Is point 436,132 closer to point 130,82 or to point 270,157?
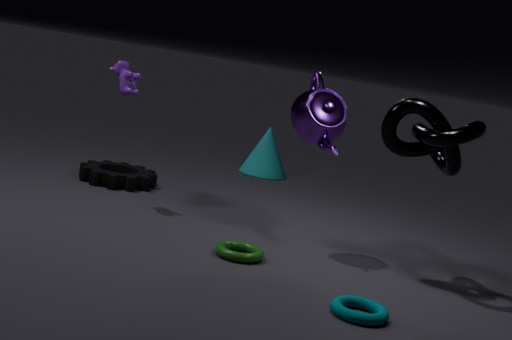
point 130,82
